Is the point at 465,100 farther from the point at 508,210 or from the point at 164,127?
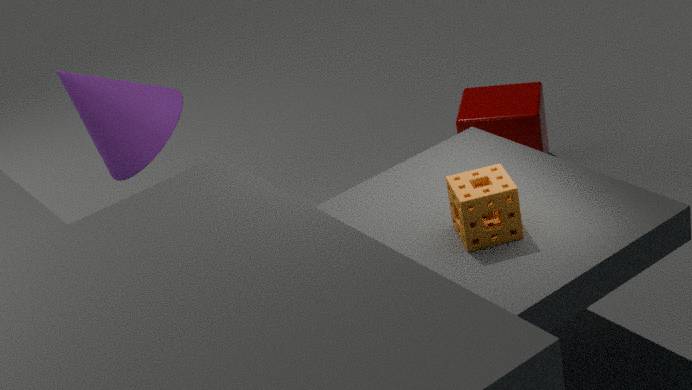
the point at 164,127
